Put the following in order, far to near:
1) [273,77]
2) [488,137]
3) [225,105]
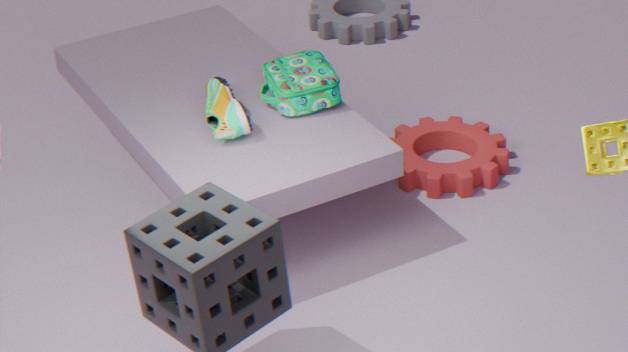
2. [488,137] → 1. [273,77] → 3. [225,105]
